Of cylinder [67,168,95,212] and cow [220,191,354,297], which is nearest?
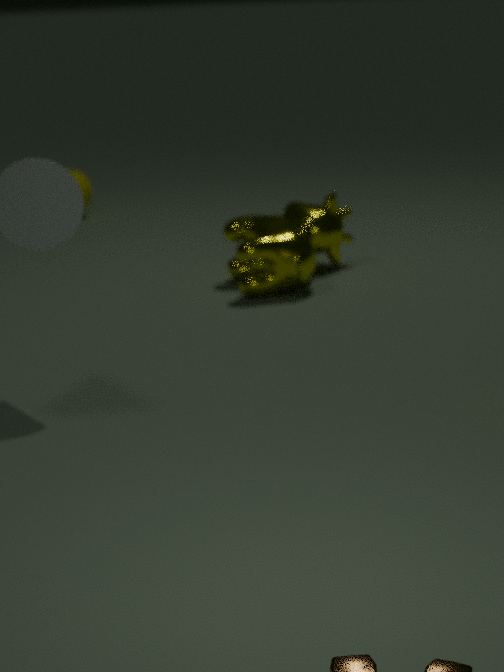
cow [220,191,354,297]
